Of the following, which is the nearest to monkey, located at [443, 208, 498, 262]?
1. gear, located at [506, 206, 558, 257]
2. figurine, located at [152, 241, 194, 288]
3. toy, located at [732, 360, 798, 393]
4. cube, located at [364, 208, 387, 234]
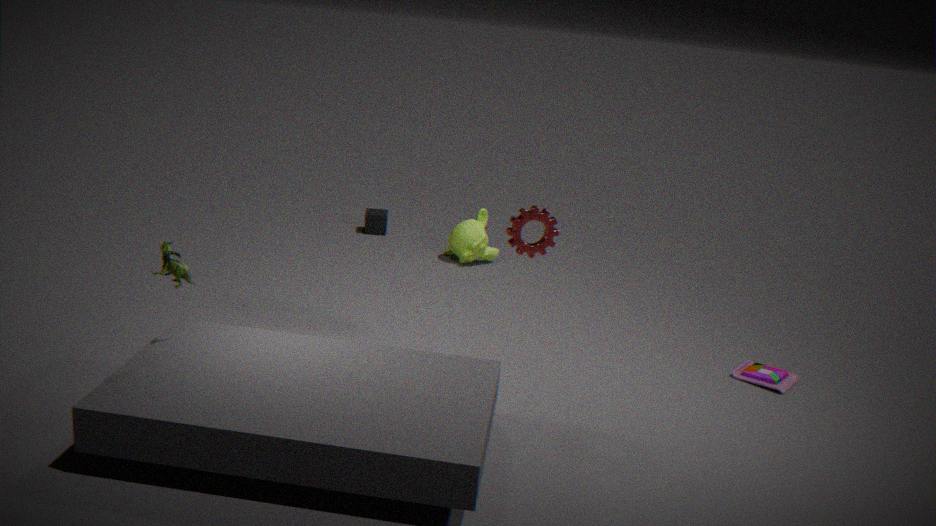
cube, located at [364, 208, 387, 234]
